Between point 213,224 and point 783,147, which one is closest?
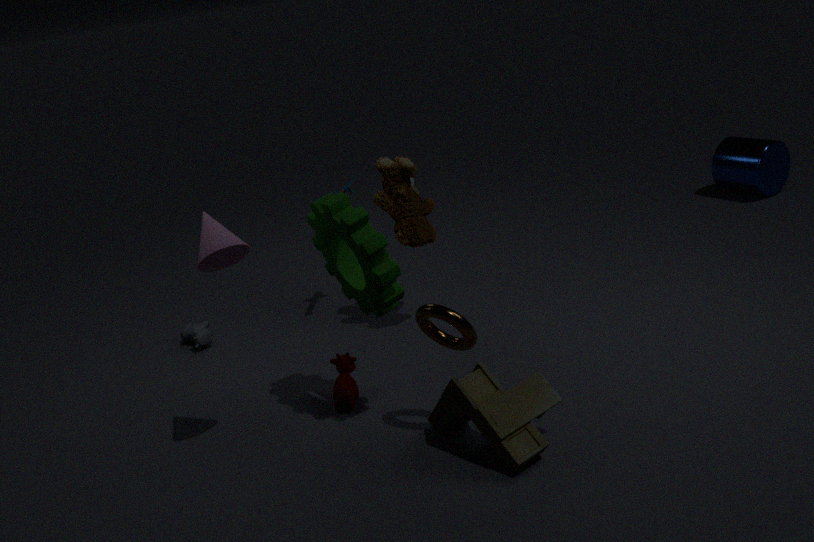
point 213,224
